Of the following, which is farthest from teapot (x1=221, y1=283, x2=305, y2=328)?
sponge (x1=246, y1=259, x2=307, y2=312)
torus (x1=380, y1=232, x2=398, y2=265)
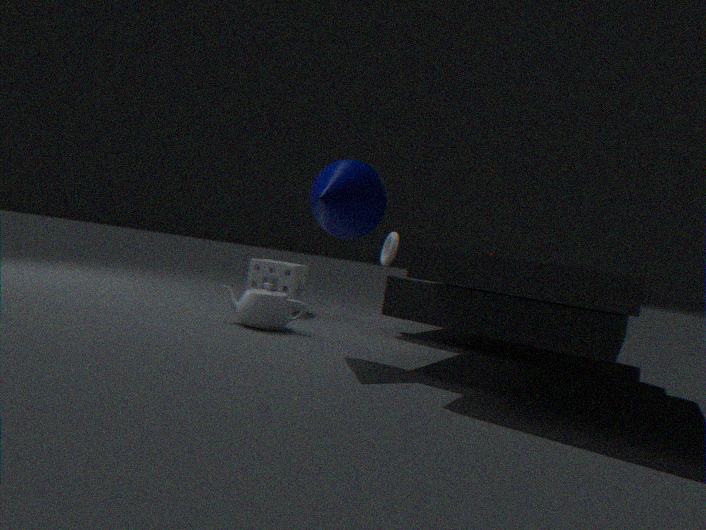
torus (x1=380, y1=232, x2=398, y2=265)
